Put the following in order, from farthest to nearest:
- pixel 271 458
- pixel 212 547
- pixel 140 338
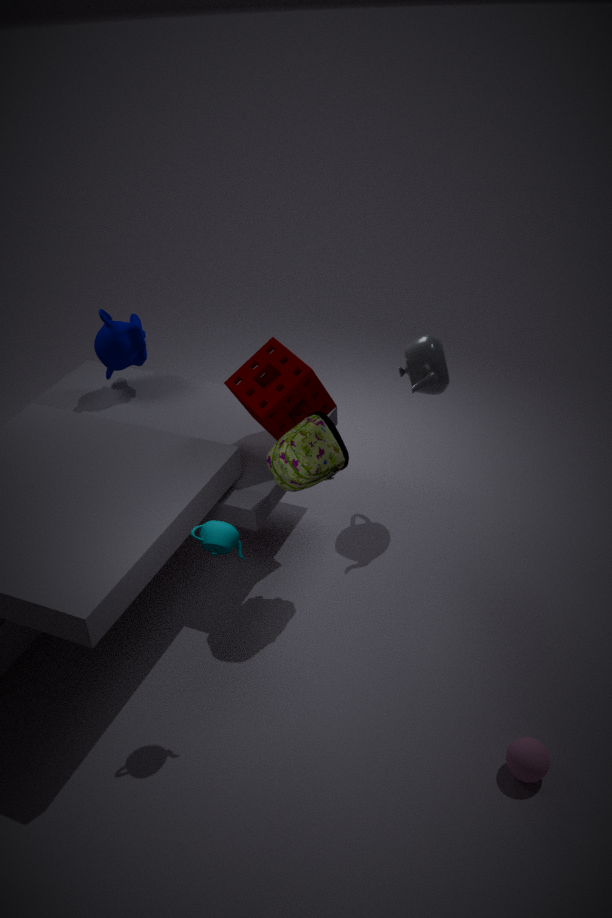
1. pixel 140 338
2. pixel 271 458
3. pixel 212 547
